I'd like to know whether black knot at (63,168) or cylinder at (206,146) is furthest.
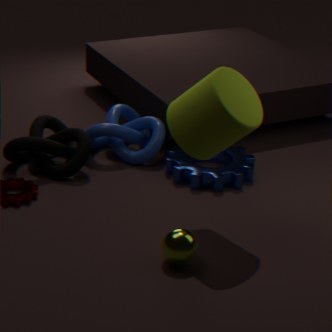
black knot at (63,168)
